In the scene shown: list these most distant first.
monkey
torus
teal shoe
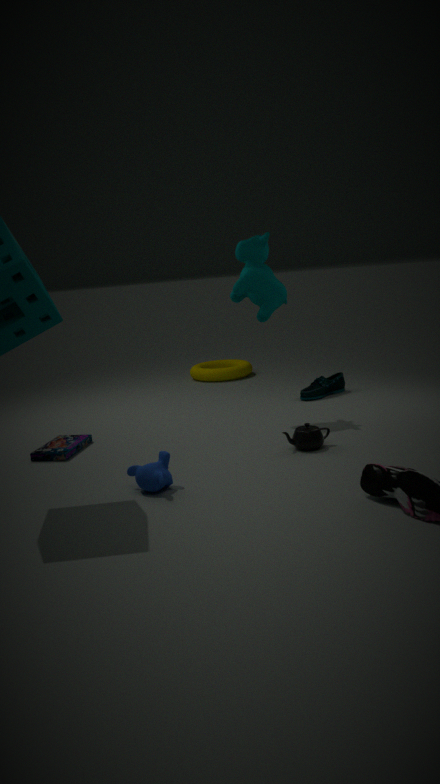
1. torus
2. teal shoe
3. monkey
